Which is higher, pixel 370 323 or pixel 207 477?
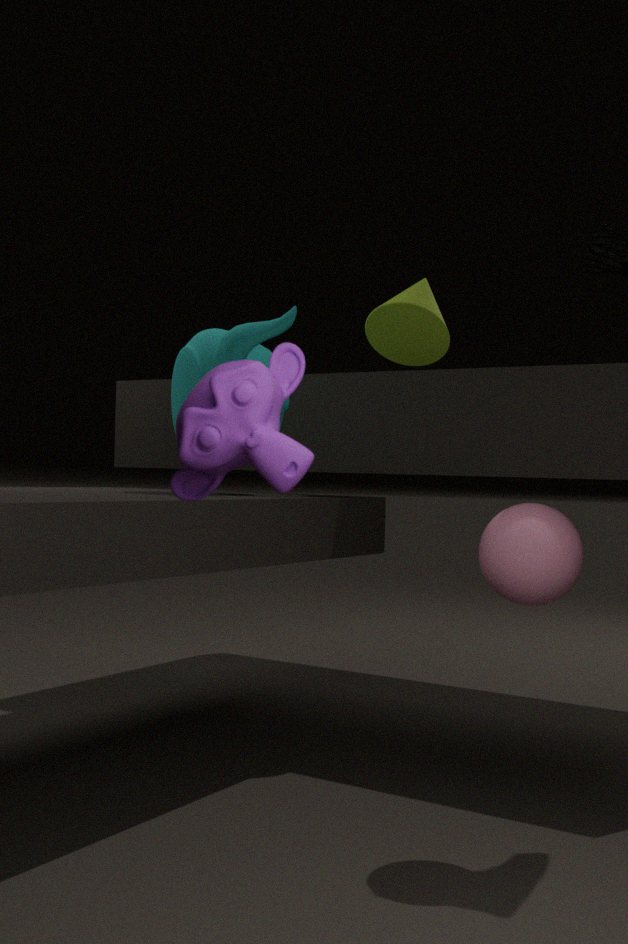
pixel 370 323
